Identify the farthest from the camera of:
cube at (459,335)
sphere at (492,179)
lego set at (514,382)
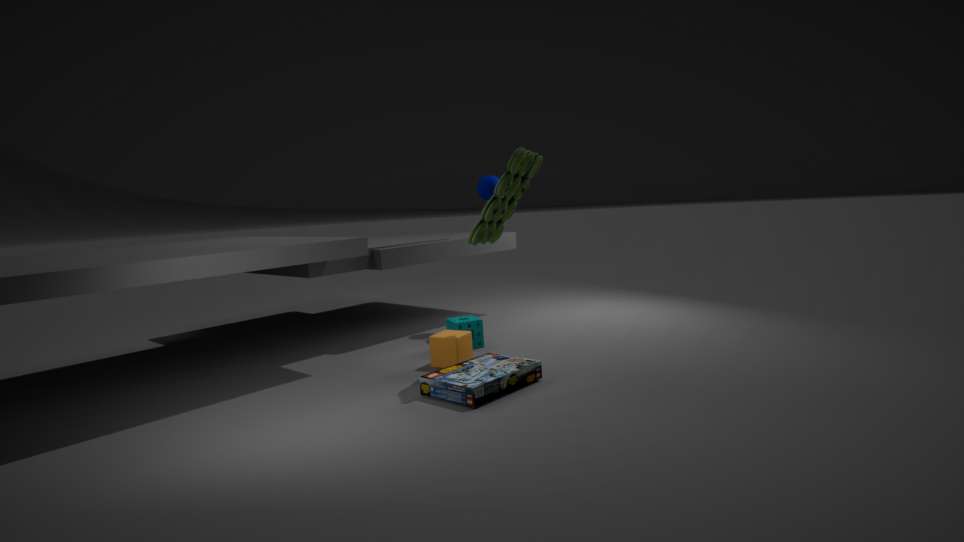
sphere at (492,179)
